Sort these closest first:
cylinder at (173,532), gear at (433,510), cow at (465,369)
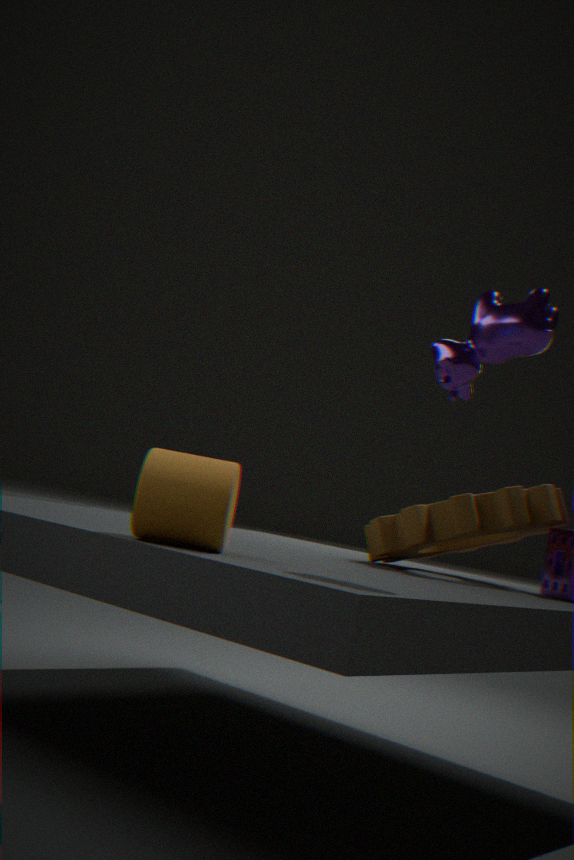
cow at (465,369) < cylinder at (173,532) < gear at (433,510)
